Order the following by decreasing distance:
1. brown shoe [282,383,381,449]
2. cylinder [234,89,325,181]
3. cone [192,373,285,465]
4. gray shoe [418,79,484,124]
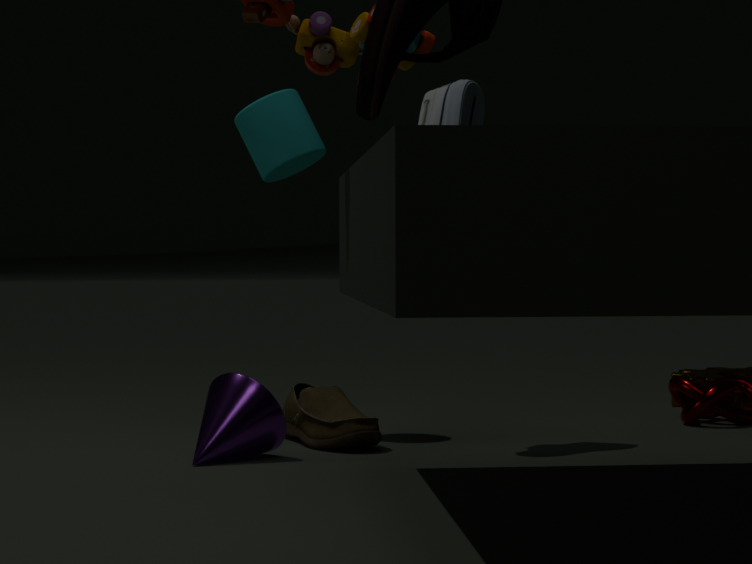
cylinder [234,89,325,181] < gray shoe [418,79,484,124] < brown shoe [282,383,381,449] < cone [192,373,285,465]
